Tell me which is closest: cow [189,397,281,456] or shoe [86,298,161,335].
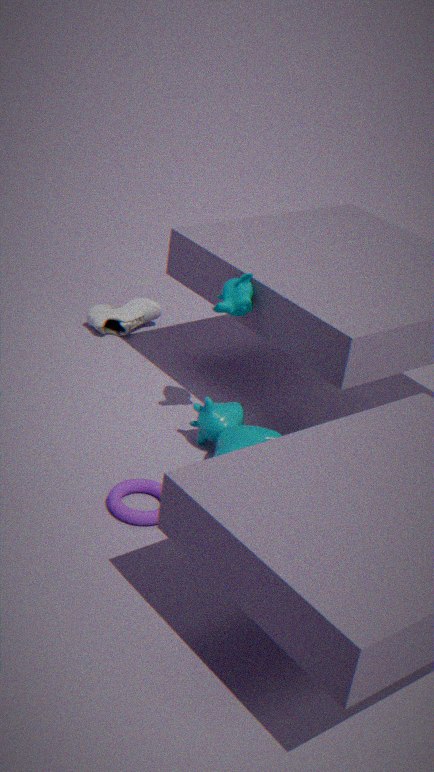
cow [189,397,281,456]
